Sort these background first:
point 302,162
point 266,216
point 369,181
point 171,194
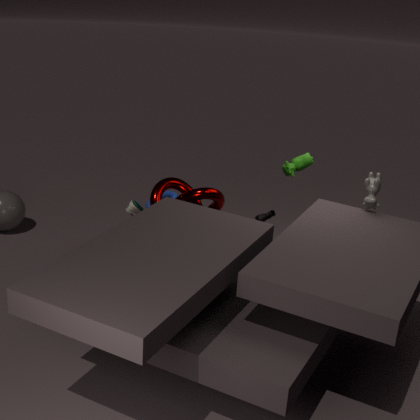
point 266,216, point 171,194, point 302,162, point 369,181
